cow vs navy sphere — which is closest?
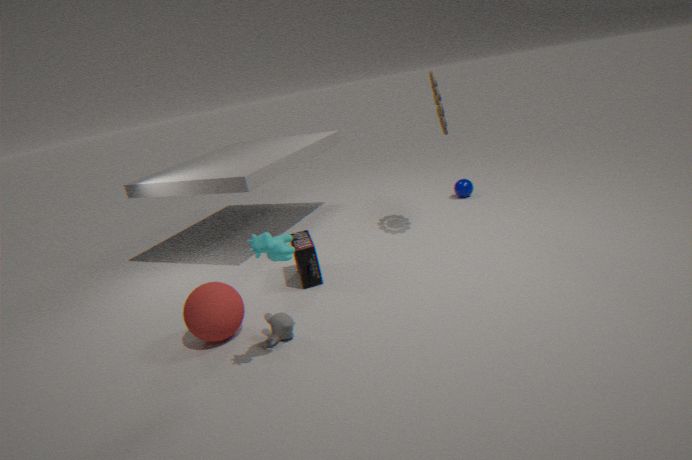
cow
